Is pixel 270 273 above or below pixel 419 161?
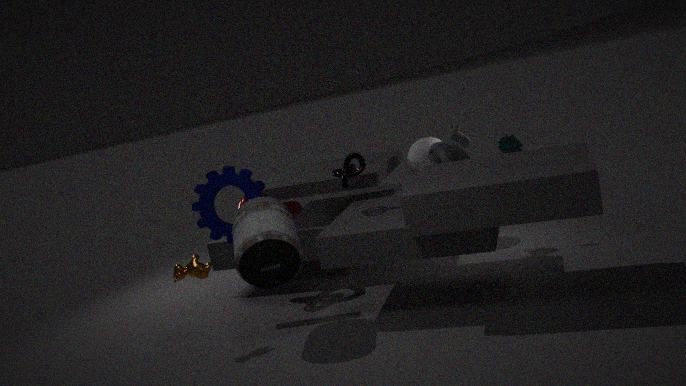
below
